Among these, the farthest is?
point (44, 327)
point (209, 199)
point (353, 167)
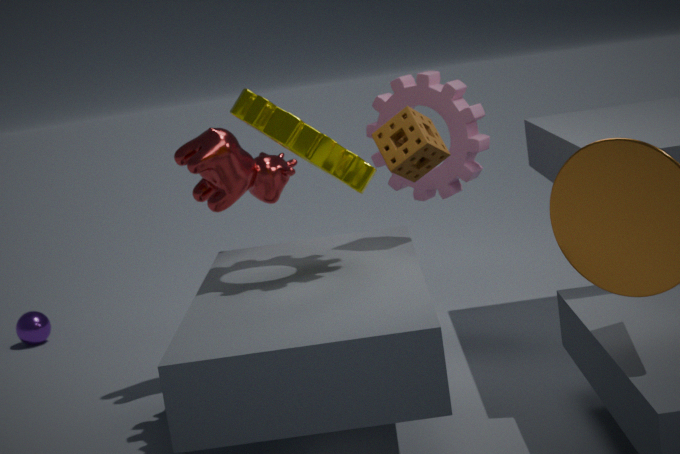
point (44, 327)
